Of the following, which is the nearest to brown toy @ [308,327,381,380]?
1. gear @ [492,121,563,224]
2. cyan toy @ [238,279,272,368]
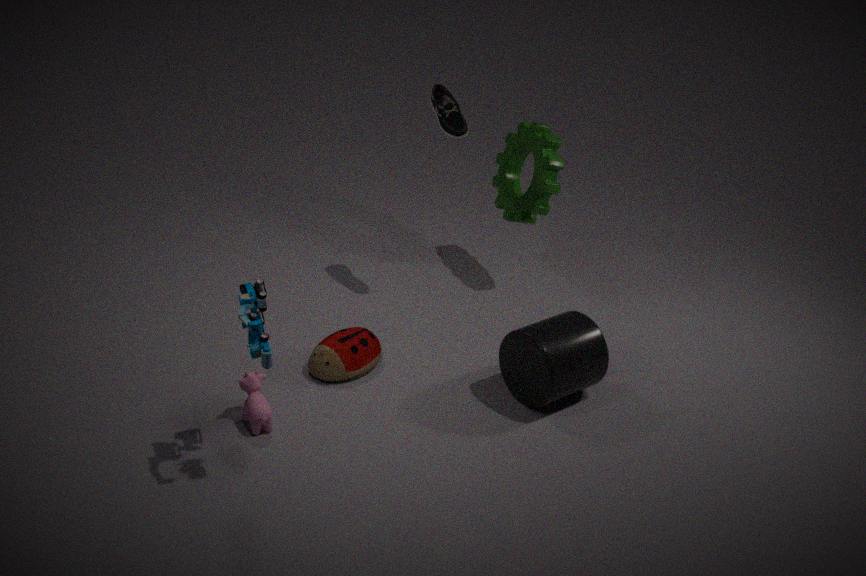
cyan toy @ [238,279,272,368]
